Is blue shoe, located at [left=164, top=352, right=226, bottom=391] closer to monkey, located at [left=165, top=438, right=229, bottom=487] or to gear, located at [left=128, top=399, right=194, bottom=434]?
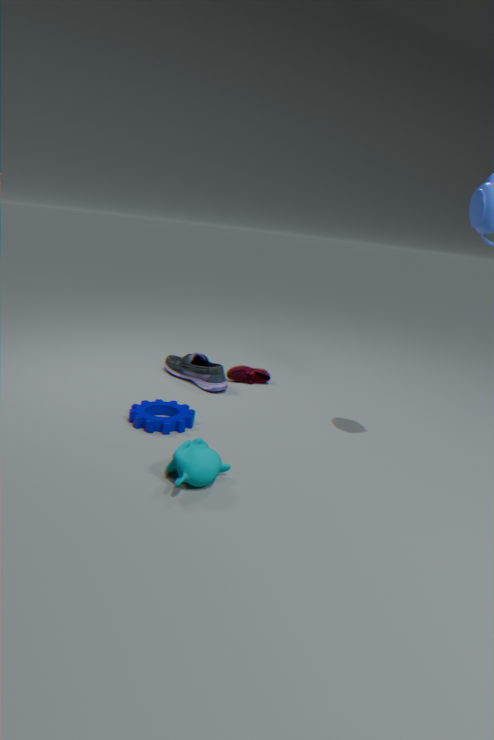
gear, located at [left=128, top=399, right=194, bottom=434]
